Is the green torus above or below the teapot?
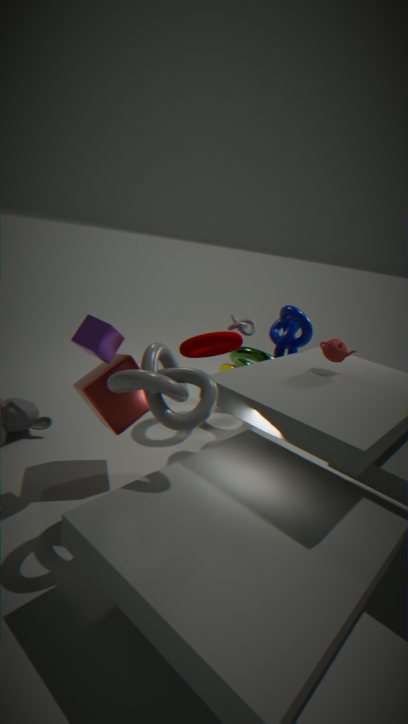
below
